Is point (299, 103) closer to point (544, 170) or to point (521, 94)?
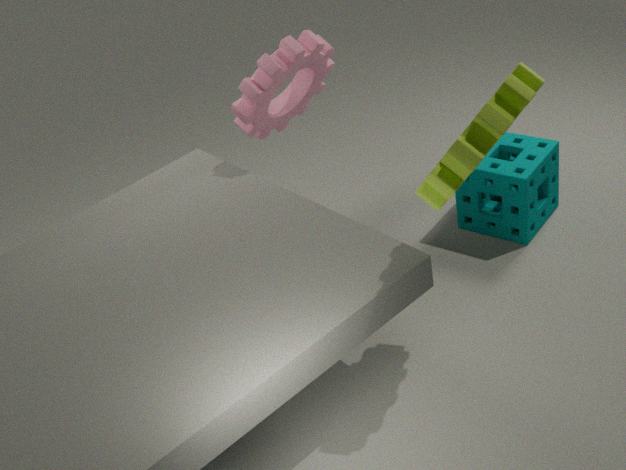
point (544, 170)
